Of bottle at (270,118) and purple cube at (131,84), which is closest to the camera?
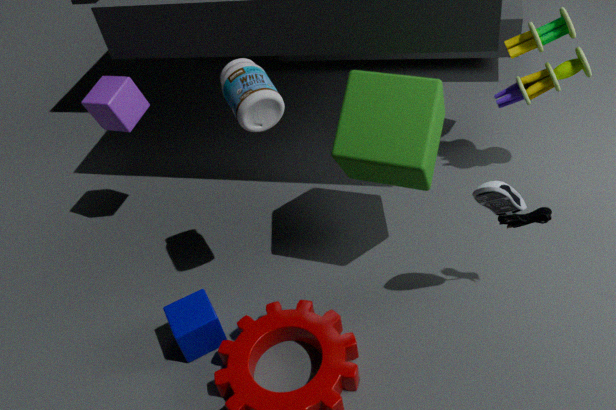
bottle at (270,118)
